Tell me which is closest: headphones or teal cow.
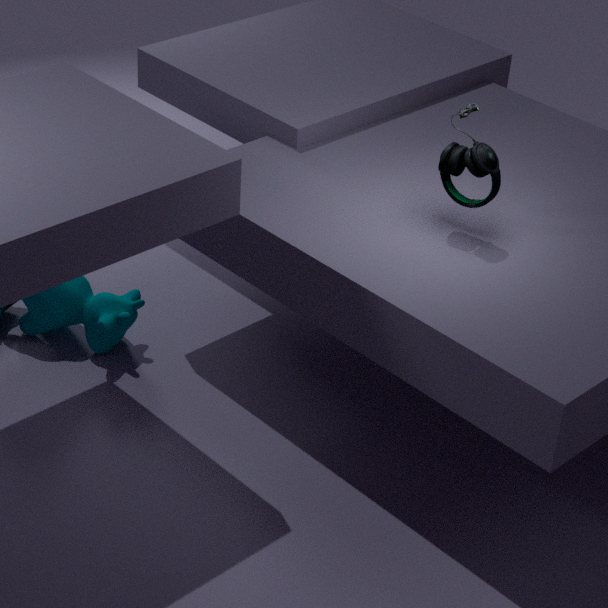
headphones
